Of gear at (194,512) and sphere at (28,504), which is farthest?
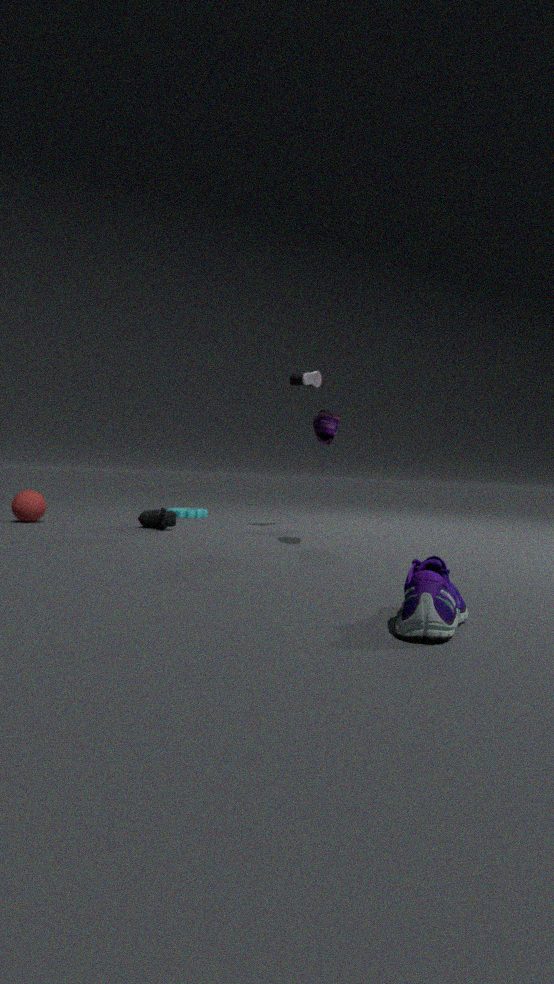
gear at (194,512)
